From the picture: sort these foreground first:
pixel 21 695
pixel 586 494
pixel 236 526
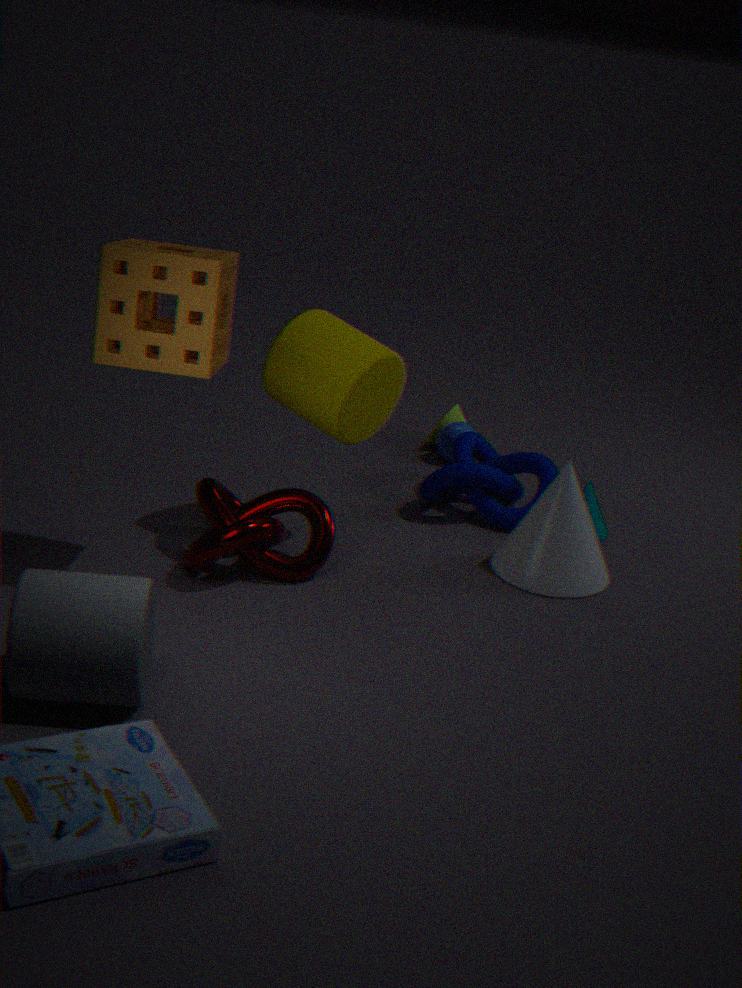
pixel 21 695
pixel 236 526
pixel 586 494
